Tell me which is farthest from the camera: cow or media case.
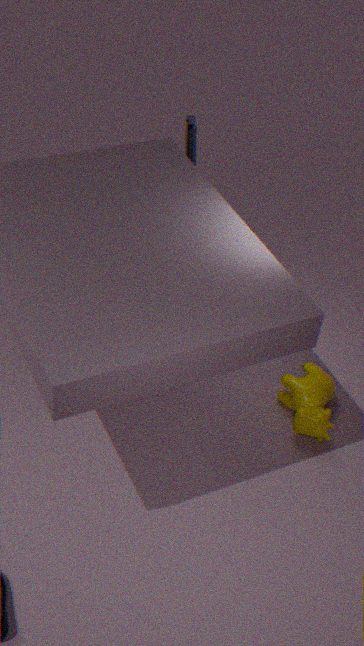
media case
